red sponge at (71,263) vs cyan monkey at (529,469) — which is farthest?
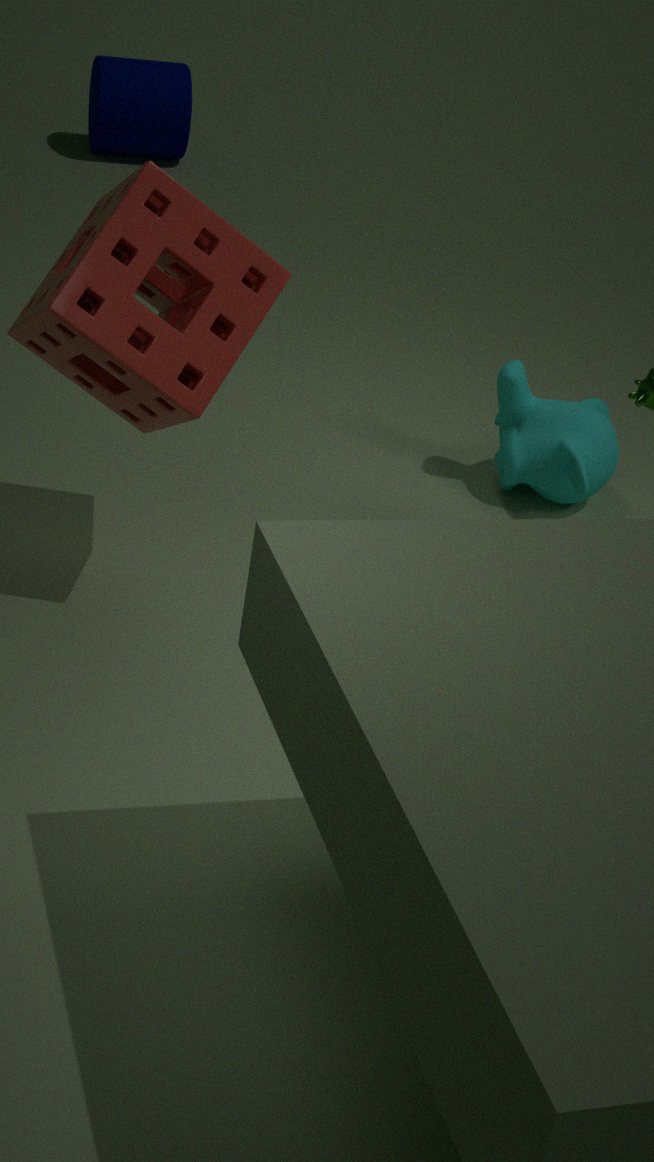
cyan monkey at (529,469)
